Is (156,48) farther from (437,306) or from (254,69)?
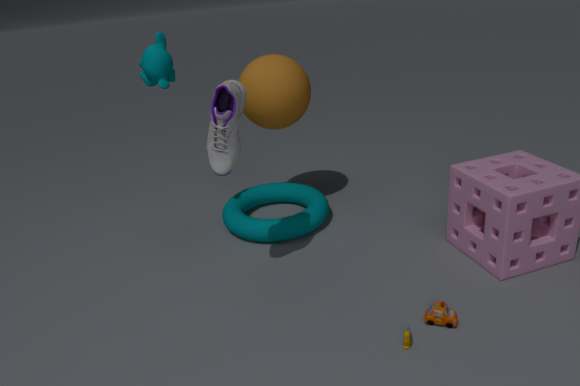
(437,306)
